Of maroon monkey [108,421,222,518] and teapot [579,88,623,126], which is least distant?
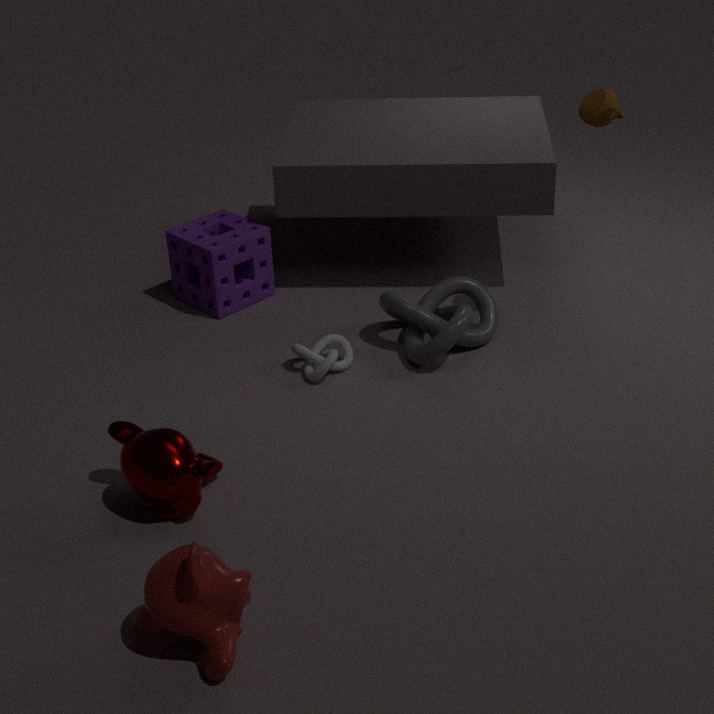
maroon monkey [108,421,222,518]
